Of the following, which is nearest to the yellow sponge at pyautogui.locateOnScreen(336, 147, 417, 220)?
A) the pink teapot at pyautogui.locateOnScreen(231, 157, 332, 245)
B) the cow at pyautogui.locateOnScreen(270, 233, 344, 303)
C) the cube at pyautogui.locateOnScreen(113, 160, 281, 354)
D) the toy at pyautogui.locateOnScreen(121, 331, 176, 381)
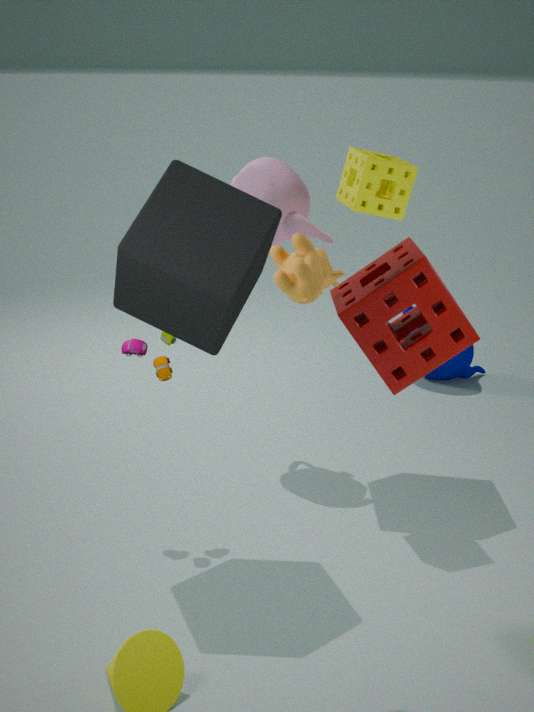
the pink teapot at pyautogui.locateOnScreen(231, 157, 332, 245)
